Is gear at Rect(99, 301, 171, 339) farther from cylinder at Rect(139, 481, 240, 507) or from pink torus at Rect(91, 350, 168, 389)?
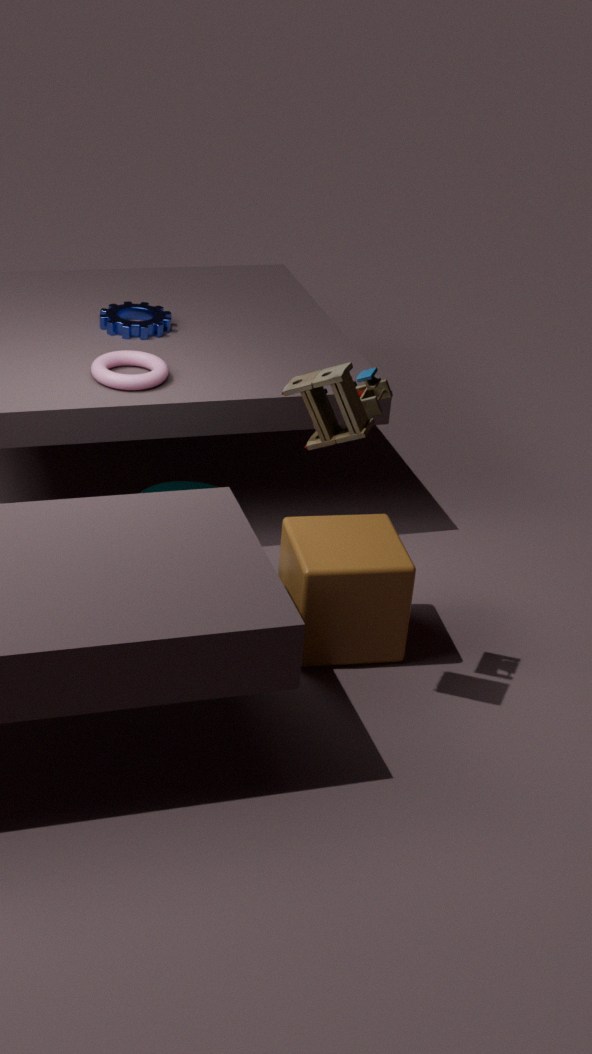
cylinder at Rect(139, 481, 240, 507)
